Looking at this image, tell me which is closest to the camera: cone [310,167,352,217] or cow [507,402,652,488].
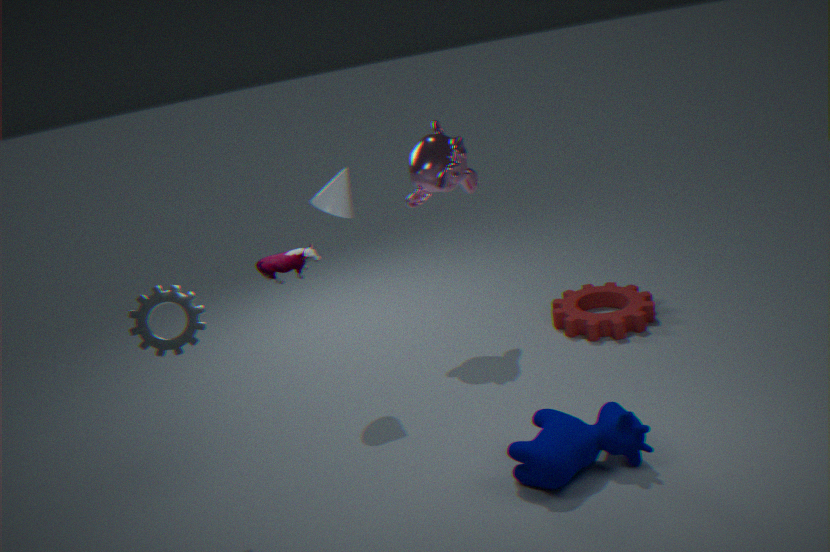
cow [507,402,652,488]
